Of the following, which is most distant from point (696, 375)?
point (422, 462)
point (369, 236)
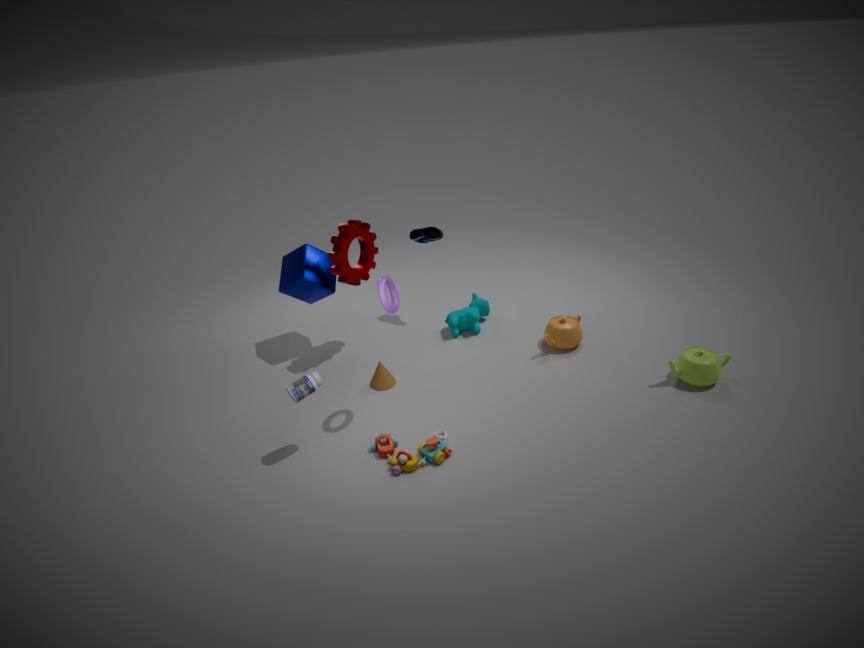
point (369, 236)
